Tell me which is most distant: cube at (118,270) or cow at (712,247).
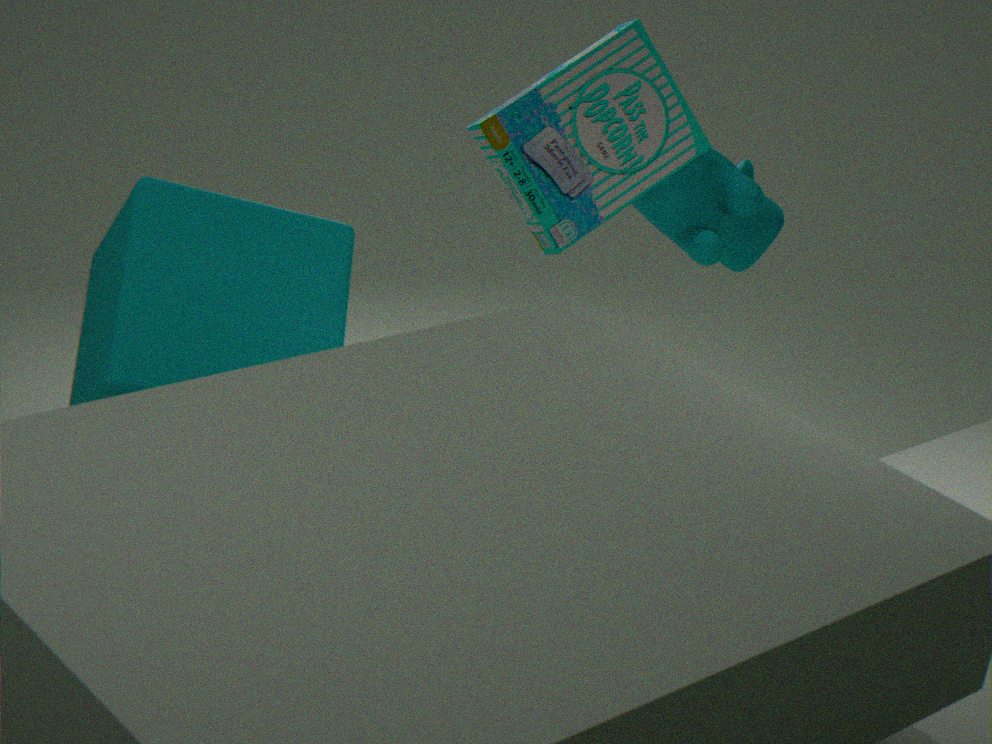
cow at (712,247)
